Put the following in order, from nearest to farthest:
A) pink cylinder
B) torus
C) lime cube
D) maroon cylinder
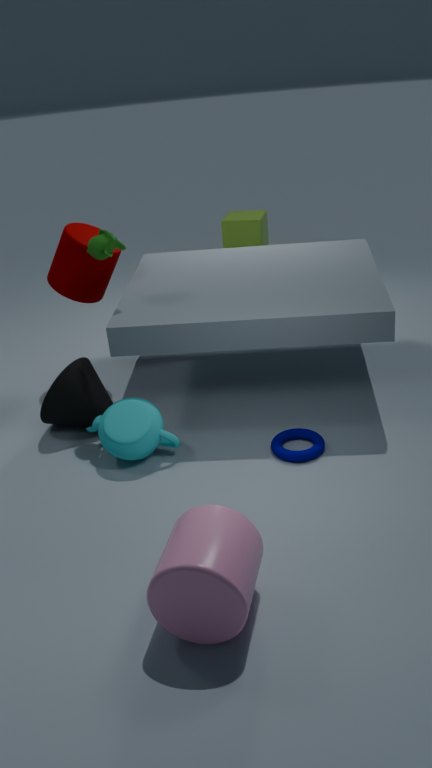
pink cylinder → torus → maroon cylinder → lime cube
